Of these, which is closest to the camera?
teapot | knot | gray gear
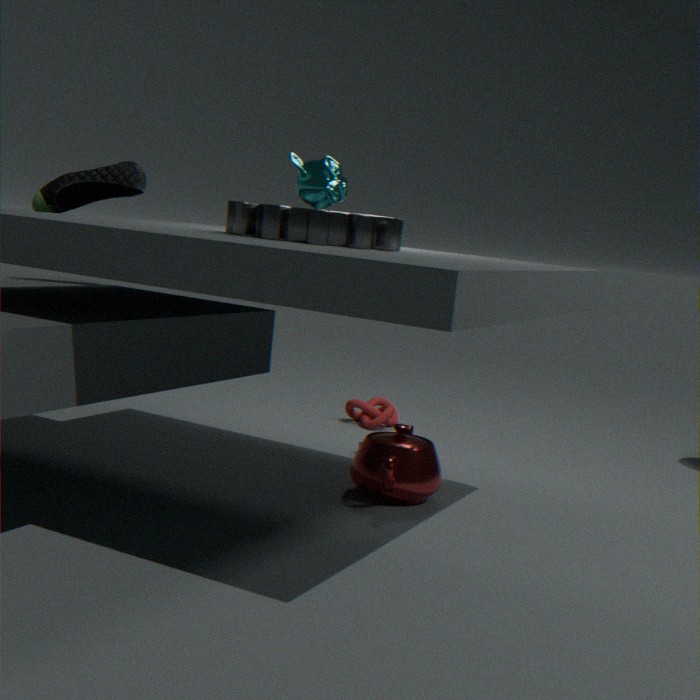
gray gear
